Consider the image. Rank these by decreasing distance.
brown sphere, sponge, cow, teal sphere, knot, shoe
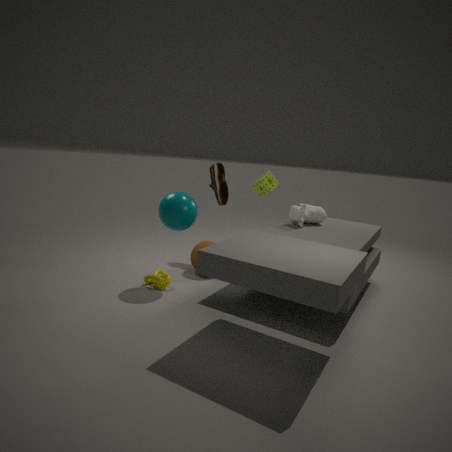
1. shoe
2. sponge
3. brown sphere
4. cow
5. knot
6. teal sphere
